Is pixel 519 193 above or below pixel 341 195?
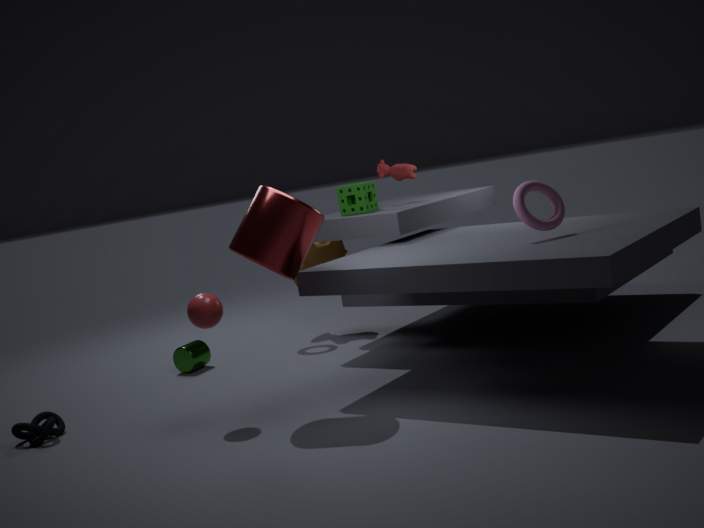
below
